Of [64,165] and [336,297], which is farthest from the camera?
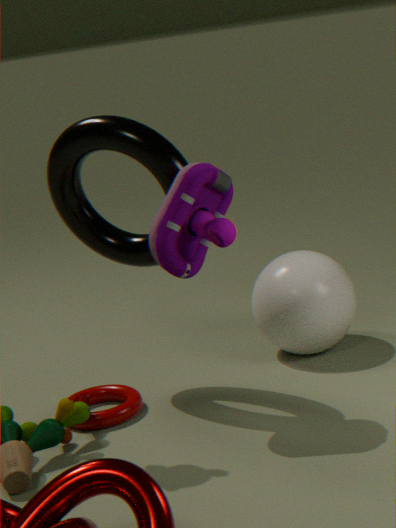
[336,297]
